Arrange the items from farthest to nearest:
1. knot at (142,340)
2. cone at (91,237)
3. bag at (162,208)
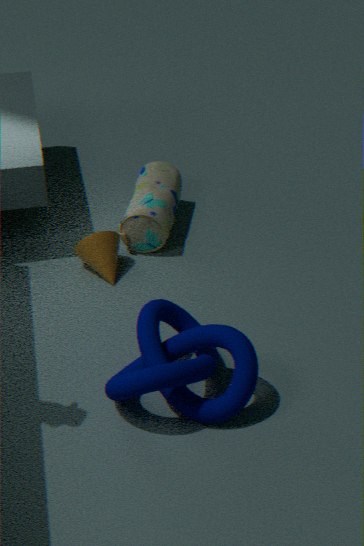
bag at (162,208)
cone at (91,237)
knot at (142,340)
